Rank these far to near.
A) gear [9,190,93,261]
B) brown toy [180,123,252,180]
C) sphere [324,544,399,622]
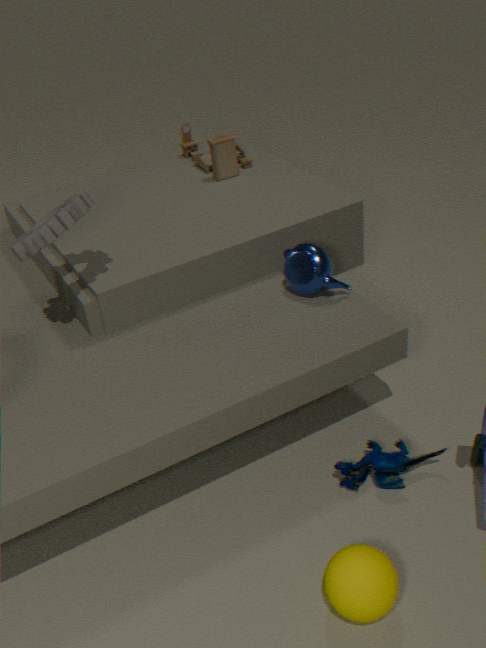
brown toy [180,123,252,180] → gear [9,190,93,261] → sphere [324,544,399,622]
